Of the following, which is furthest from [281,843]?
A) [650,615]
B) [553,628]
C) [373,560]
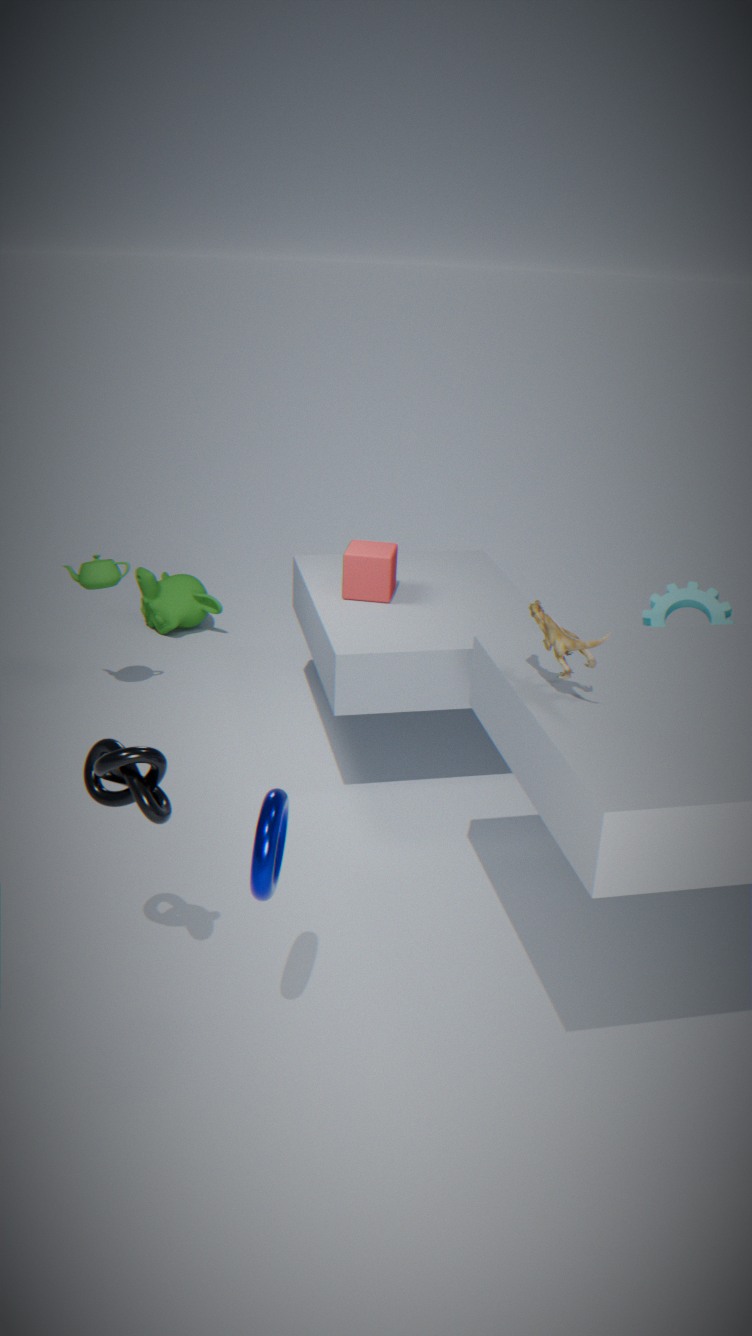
[373,560]
